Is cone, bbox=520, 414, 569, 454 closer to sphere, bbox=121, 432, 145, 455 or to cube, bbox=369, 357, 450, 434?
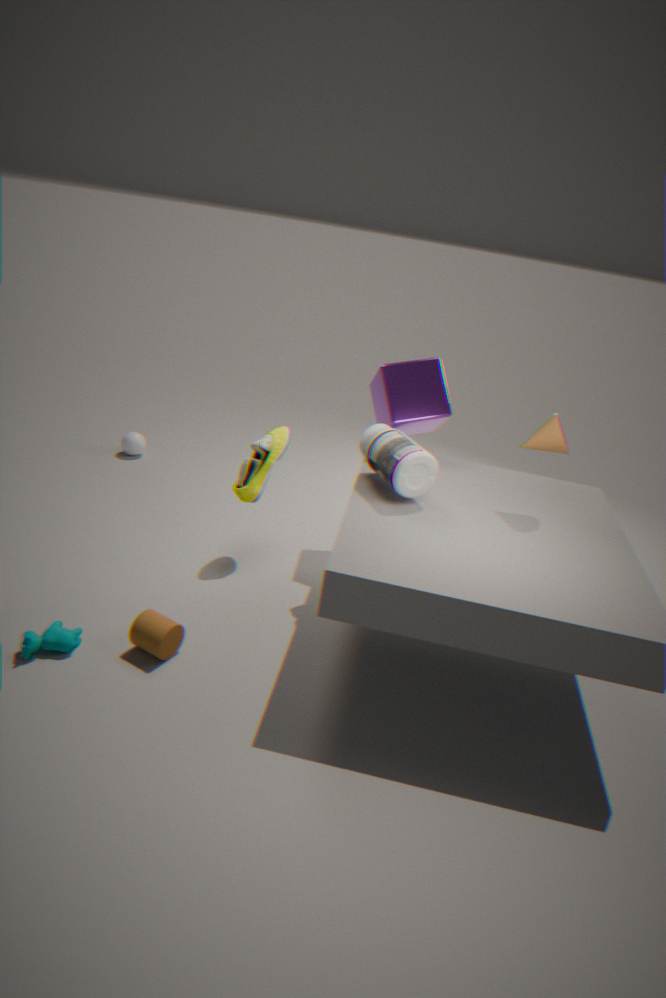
cube, bbox=369, 357, 450, 434
